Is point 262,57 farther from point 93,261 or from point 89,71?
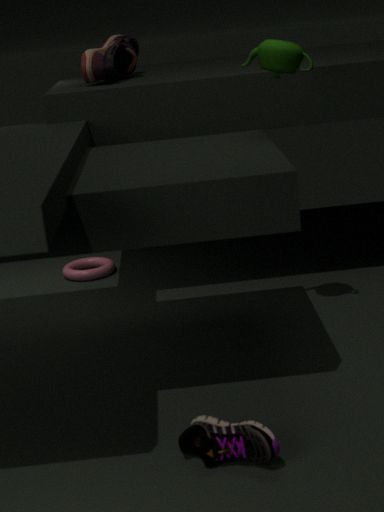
point 93,261
